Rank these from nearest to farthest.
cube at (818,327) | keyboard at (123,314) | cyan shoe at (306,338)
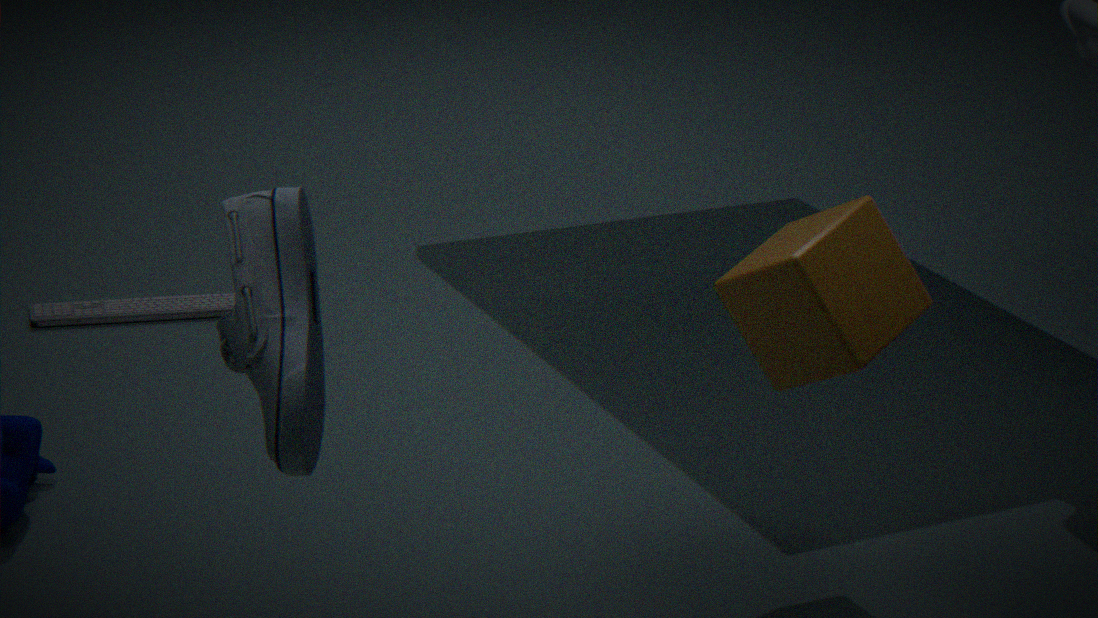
cyan shoe at (306,338), cube at (818,327), keyboard at (123,314)
